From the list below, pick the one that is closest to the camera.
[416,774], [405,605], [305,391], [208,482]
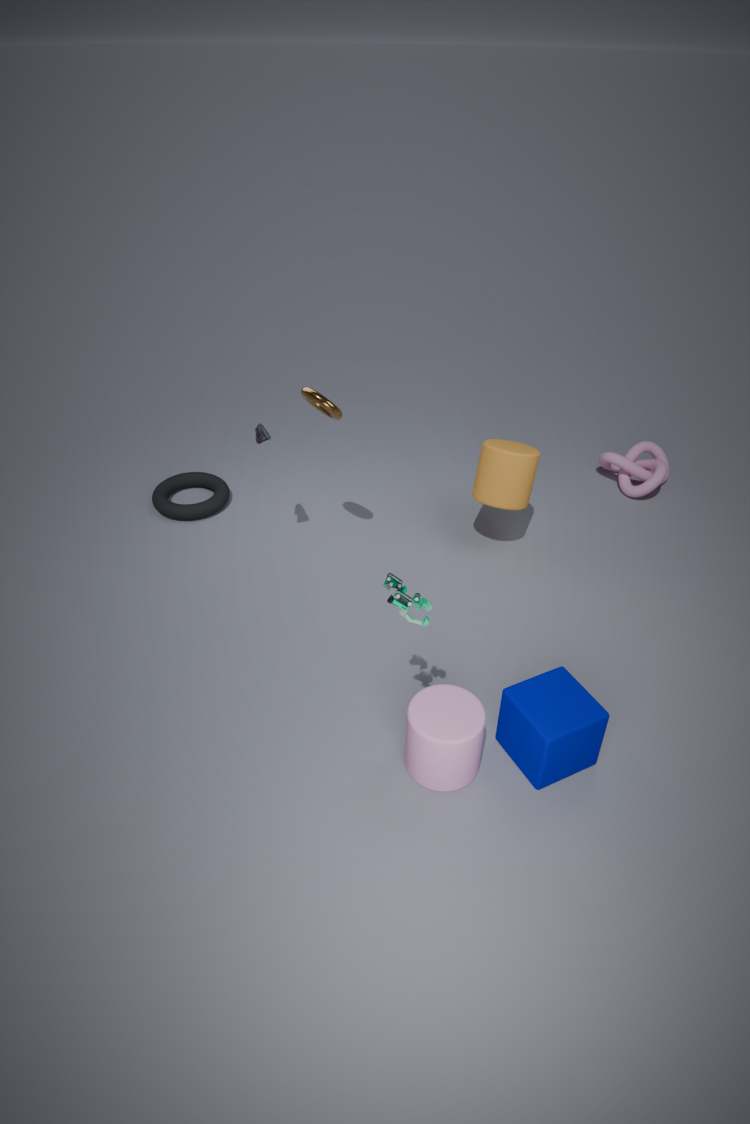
[405,605]
